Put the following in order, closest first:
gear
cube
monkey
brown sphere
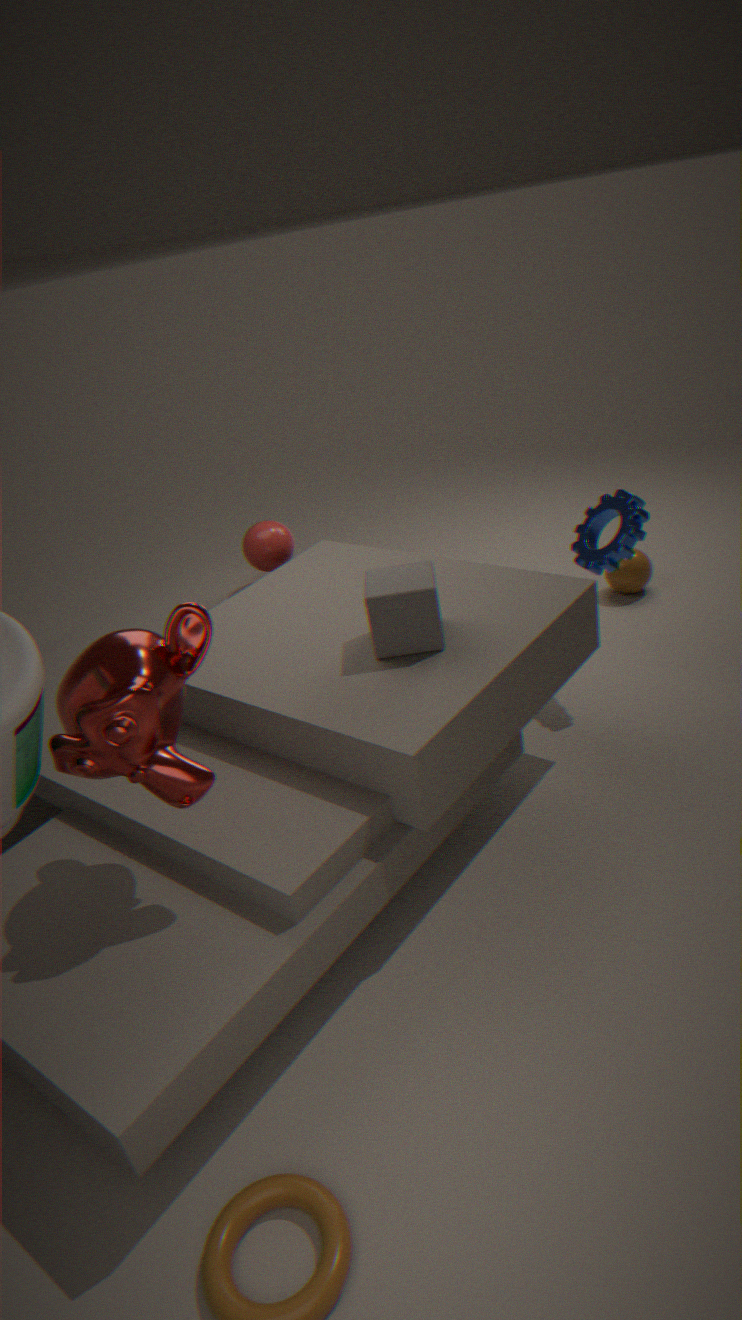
monkey < cube < gear < brown sphere
